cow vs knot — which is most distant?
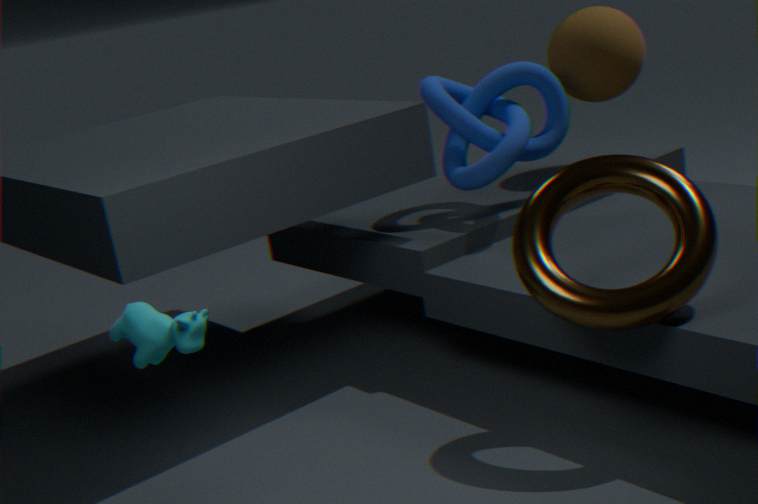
knot
